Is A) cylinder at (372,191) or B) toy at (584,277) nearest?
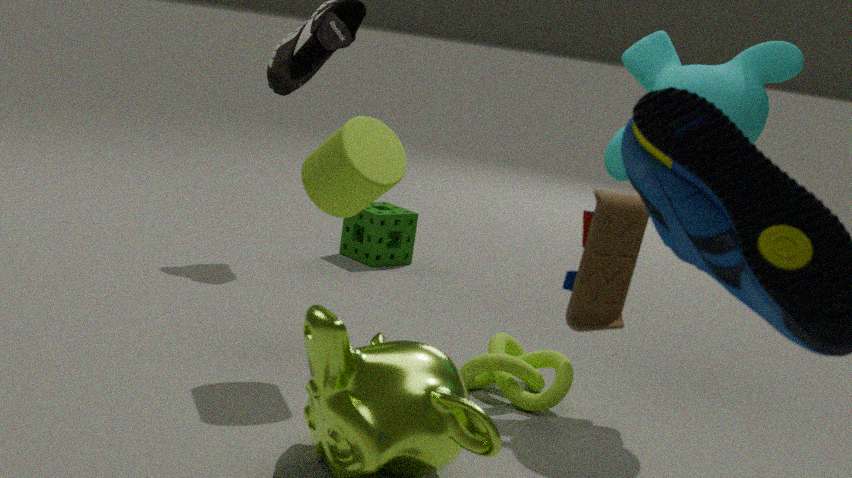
B. toy at (584,277)
